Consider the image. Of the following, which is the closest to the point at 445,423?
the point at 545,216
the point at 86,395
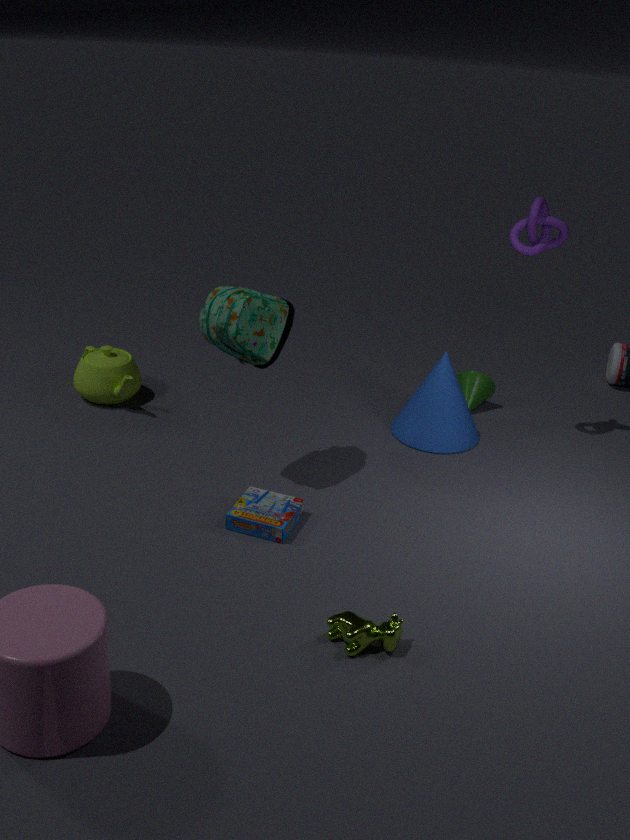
the point at 545,216
